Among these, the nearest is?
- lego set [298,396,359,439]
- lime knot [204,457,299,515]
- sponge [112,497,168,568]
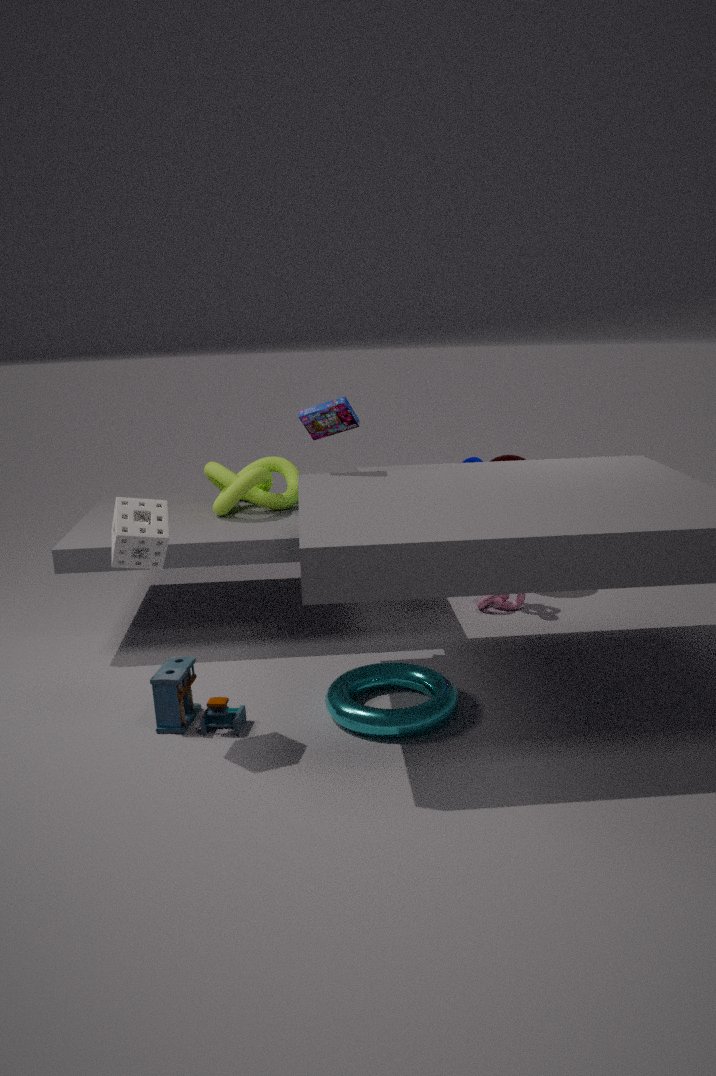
sponge [112,497,168,568]
